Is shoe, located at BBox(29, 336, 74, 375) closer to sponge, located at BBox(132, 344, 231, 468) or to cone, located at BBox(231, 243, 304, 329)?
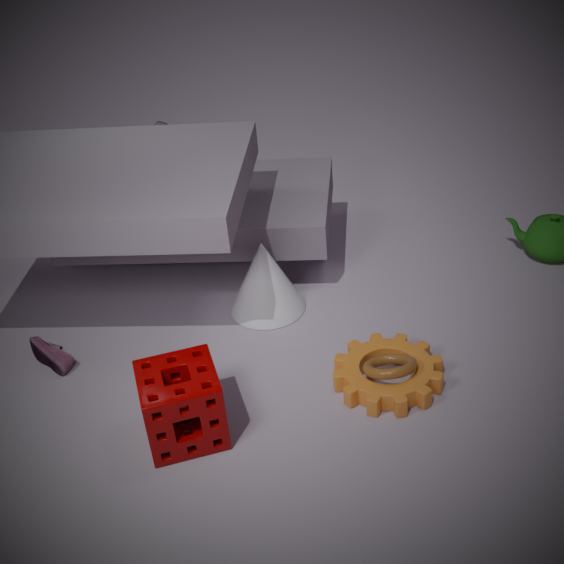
sponge, located at BBox(132, 344, 231, 468)
